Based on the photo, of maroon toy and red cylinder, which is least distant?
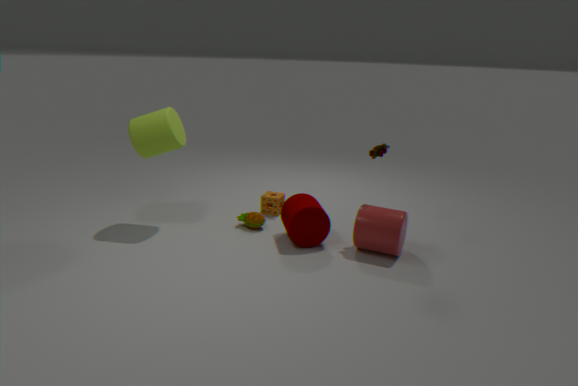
red cylinder
